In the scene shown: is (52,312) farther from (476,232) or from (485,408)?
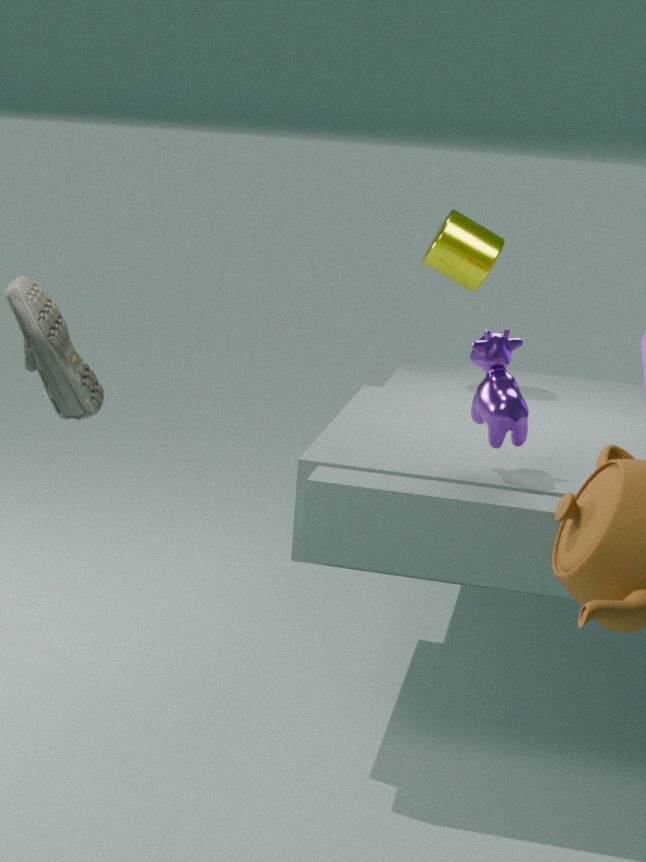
(476,232)
